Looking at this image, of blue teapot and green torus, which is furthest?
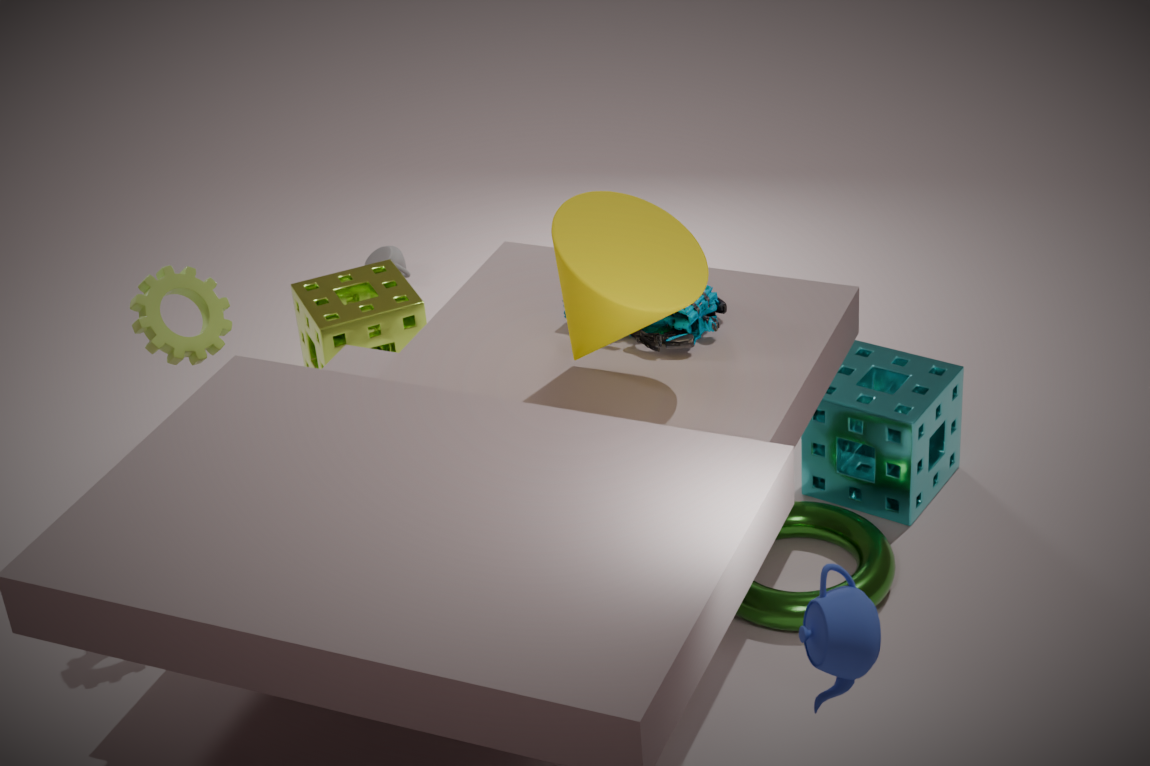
green torus
